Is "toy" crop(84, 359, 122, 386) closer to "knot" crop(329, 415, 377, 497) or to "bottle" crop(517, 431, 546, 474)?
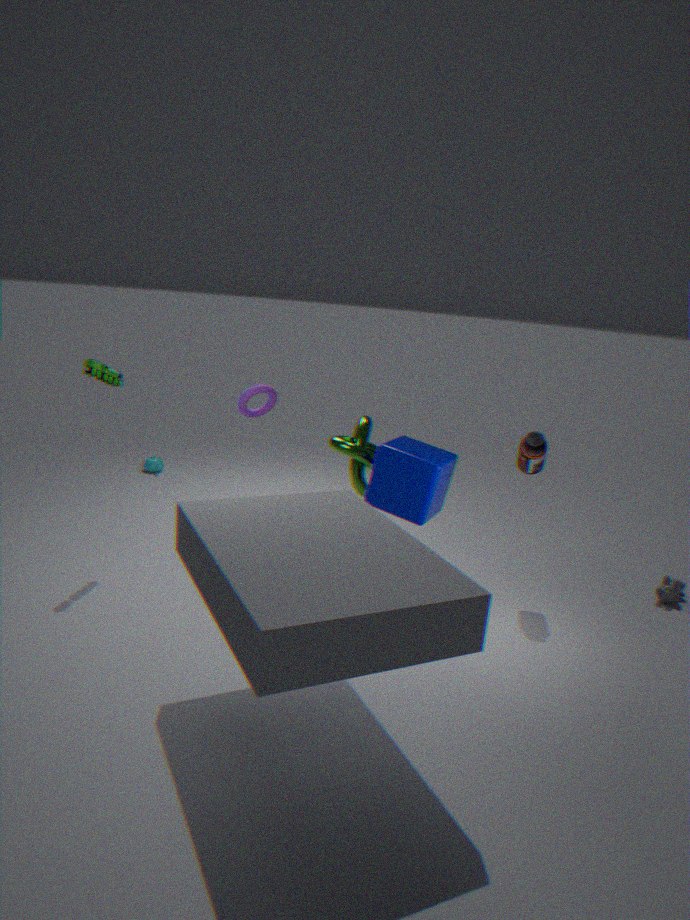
"knot" crop(329, 415, 377, 497)
